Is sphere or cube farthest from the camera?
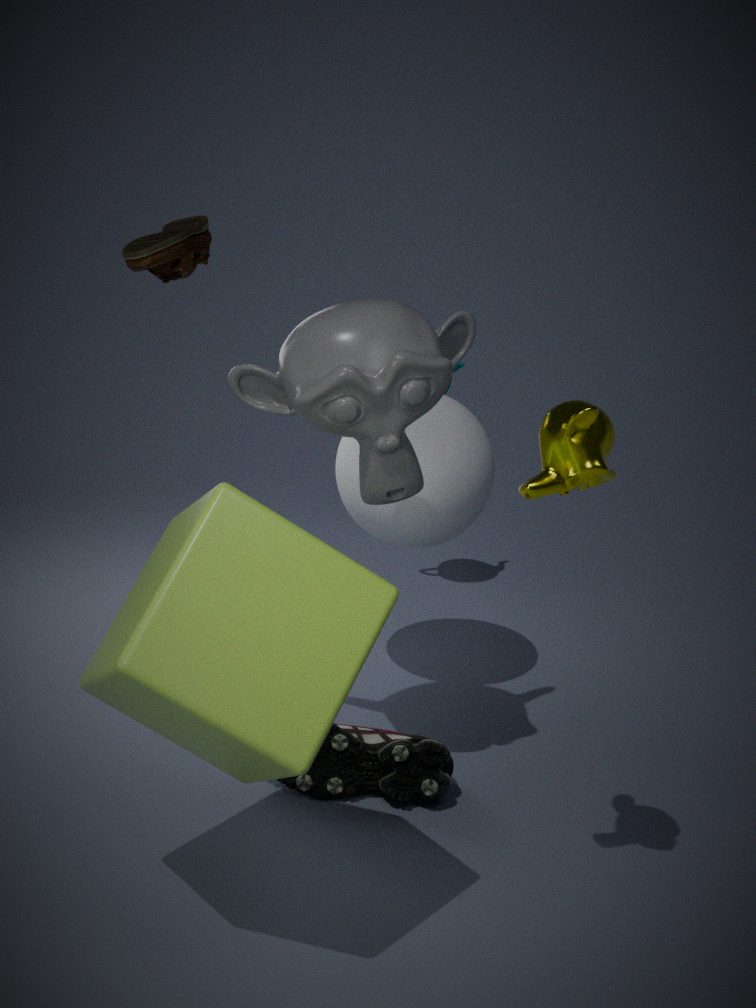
sphere
